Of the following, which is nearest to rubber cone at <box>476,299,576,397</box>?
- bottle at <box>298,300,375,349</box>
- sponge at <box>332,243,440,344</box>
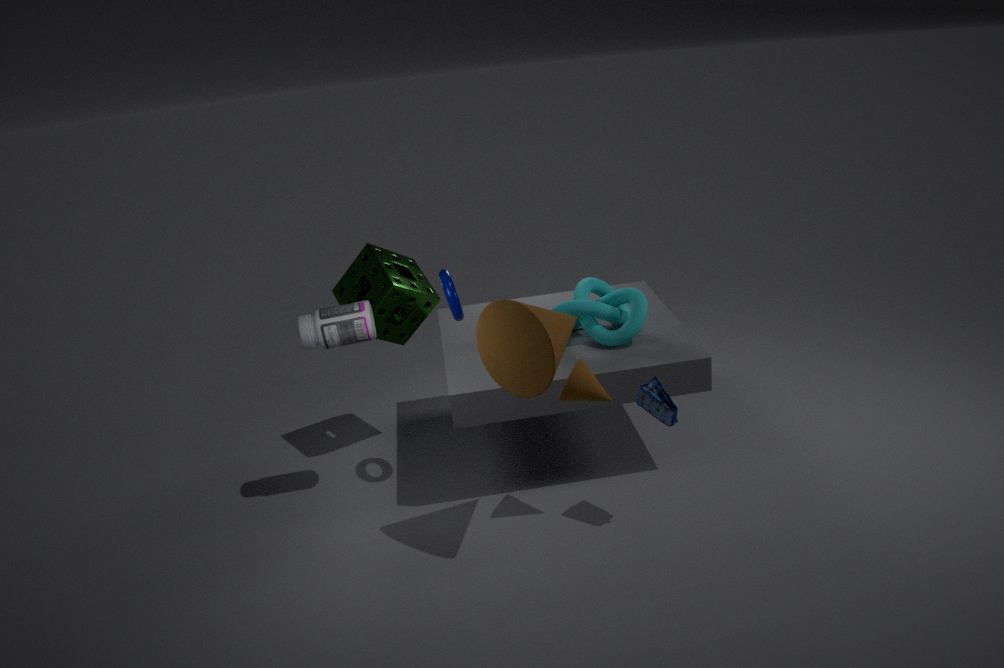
bottle at <box>298,300,375,349</box>
